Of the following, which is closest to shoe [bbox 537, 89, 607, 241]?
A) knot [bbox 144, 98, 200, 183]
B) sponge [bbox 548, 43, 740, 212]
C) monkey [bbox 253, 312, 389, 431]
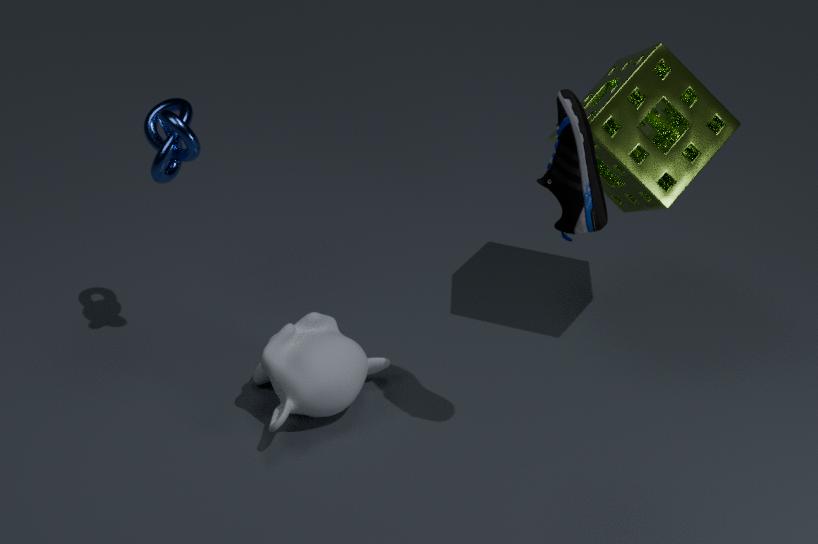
sponge [bbox 548, 43, 740, 212]
